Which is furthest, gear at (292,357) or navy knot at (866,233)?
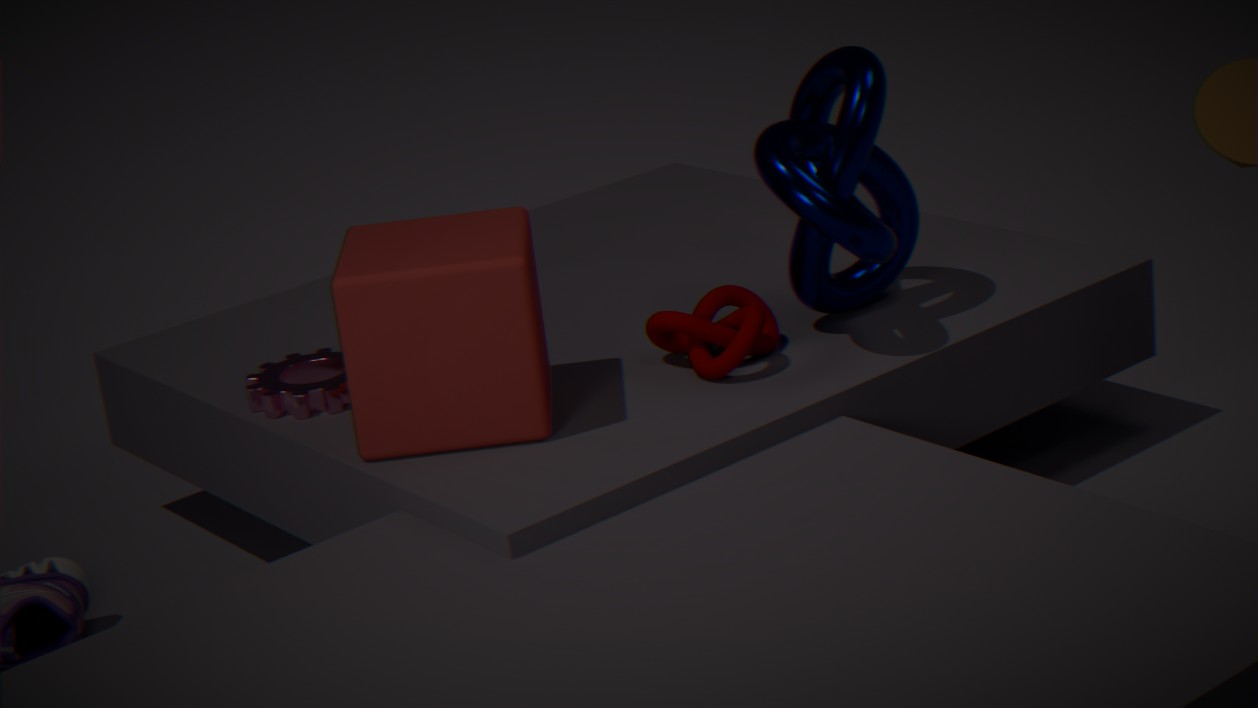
gear at (292,357)
